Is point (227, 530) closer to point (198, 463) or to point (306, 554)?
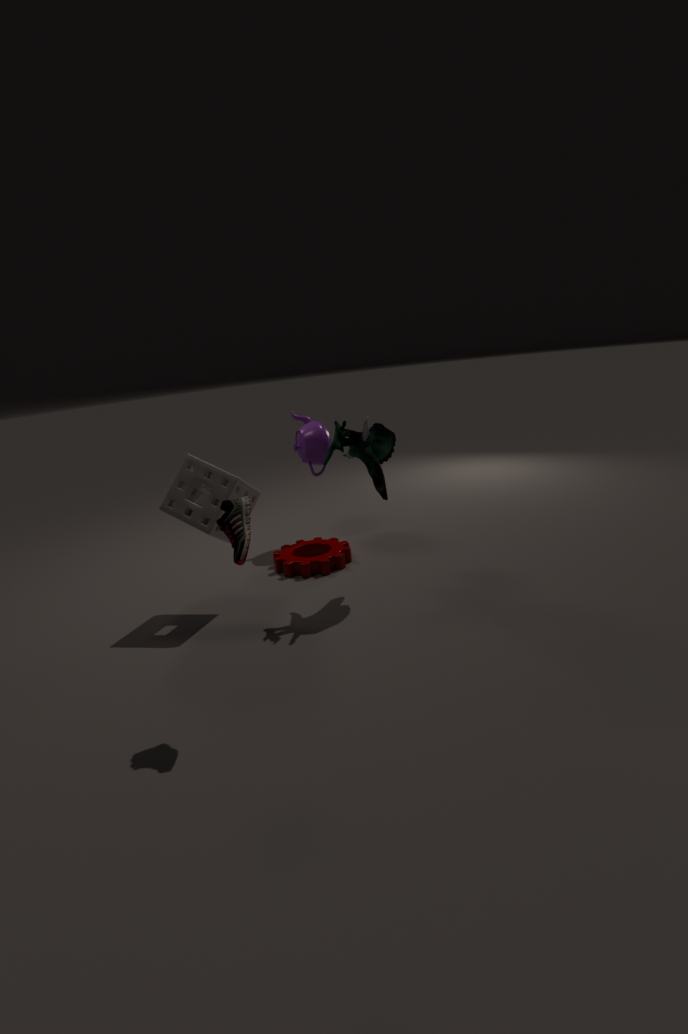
point (198, 463)
